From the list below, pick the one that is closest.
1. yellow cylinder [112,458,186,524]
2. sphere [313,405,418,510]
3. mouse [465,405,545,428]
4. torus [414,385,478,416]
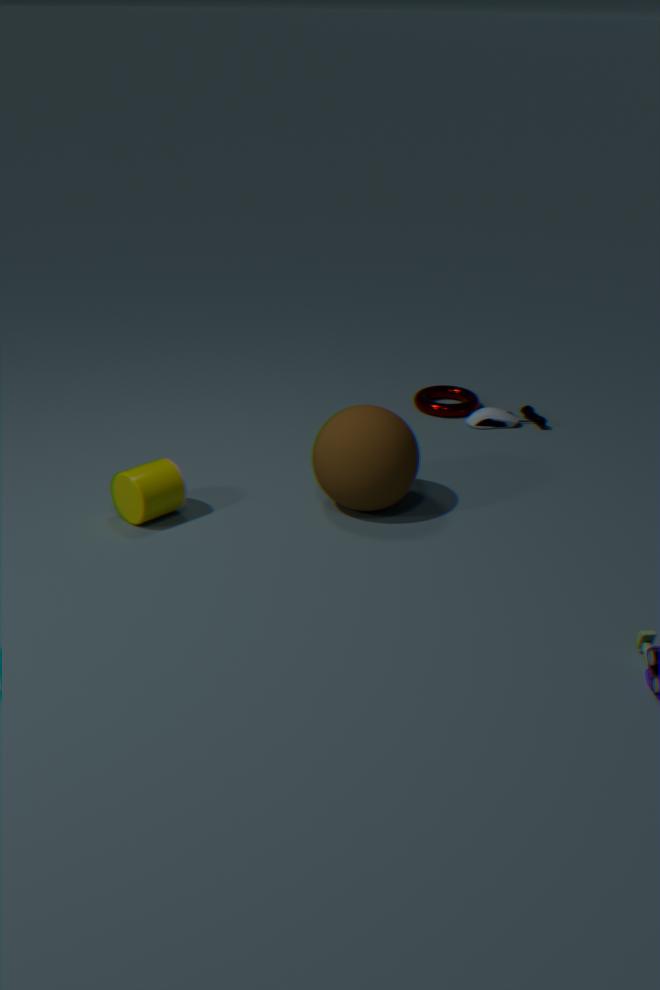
yellow cylinder [112,458,186,524]
